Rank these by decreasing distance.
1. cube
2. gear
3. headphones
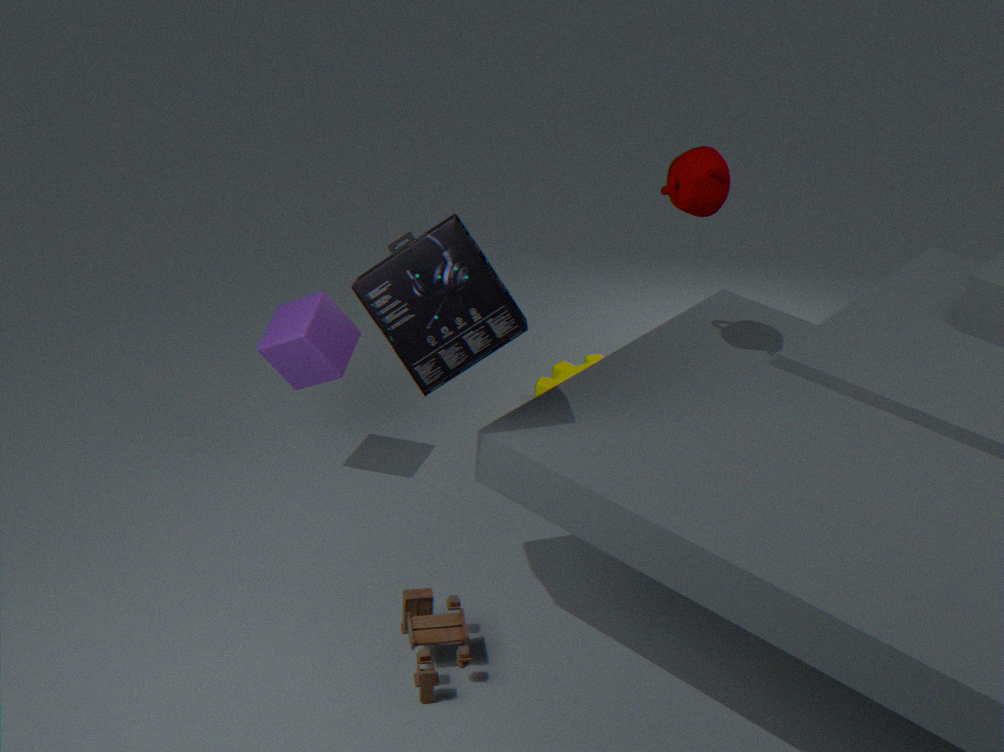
gear
cube
headphones
